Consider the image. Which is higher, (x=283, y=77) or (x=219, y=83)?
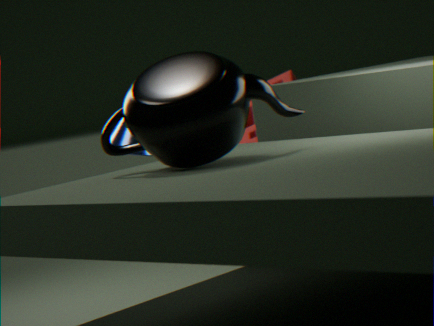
(x=219, y=83)
